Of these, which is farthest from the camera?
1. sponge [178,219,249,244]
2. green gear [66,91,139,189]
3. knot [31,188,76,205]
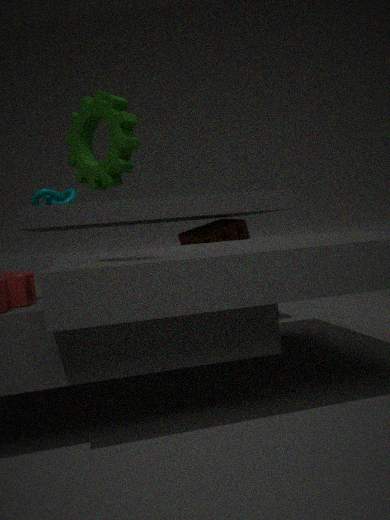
sponge [178,219,249,244]
